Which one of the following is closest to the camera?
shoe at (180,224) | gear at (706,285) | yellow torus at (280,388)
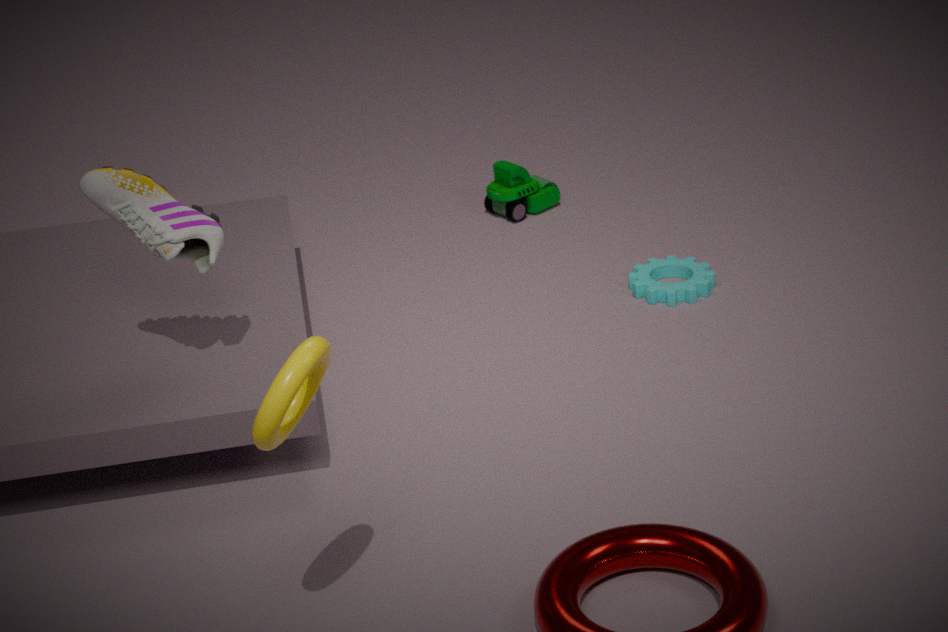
yellow torus at (280,388)
